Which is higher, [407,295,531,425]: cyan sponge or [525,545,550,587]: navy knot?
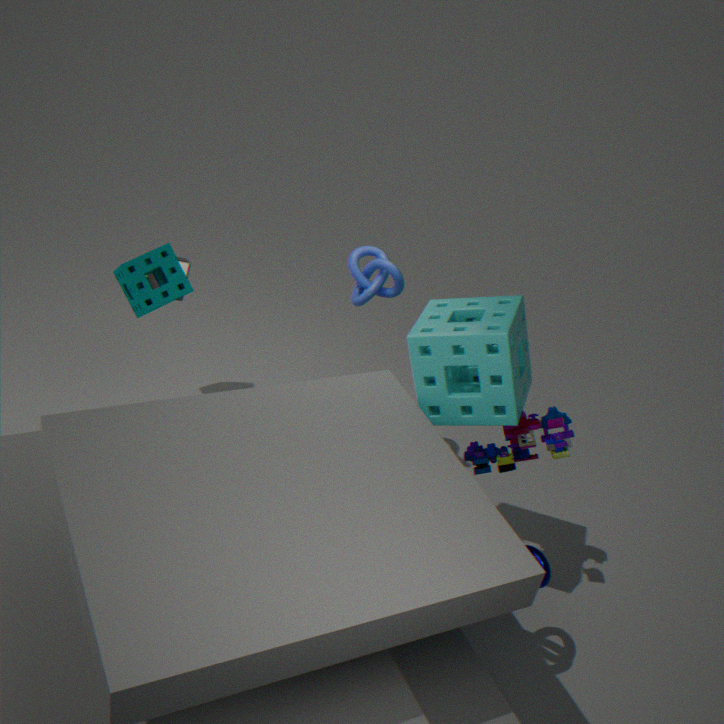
[407,295,531,425]: cyan sponge
